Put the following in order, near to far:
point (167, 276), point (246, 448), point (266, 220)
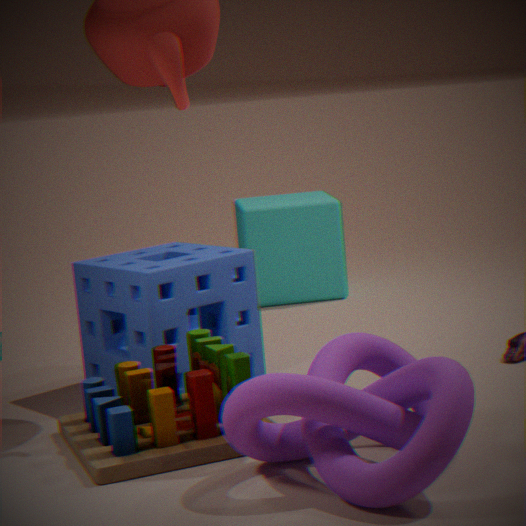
point (246, 448) → point (167, 276) → point (266, 220)
